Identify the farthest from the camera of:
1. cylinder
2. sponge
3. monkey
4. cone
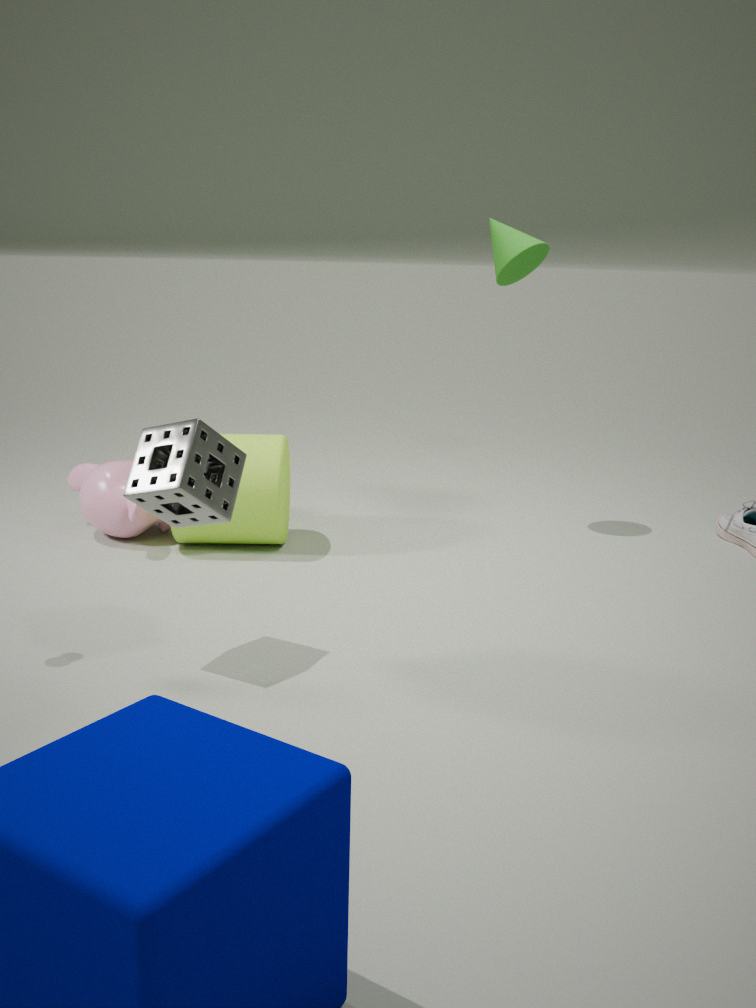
cone
